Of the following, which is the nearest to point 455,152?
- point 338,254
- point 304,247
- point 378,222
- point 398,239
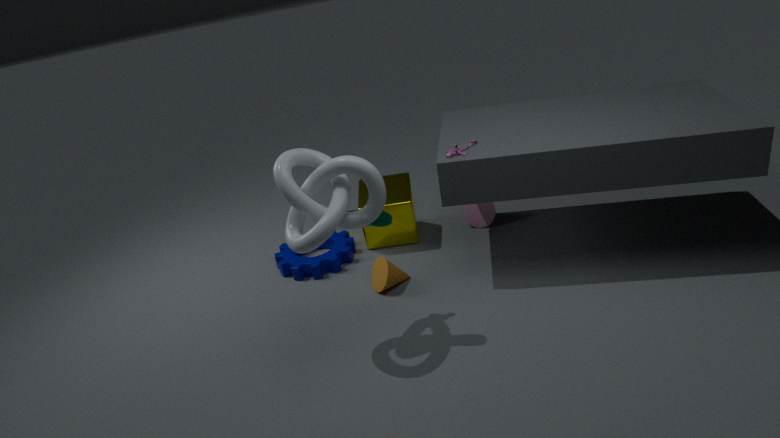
point 378,222
